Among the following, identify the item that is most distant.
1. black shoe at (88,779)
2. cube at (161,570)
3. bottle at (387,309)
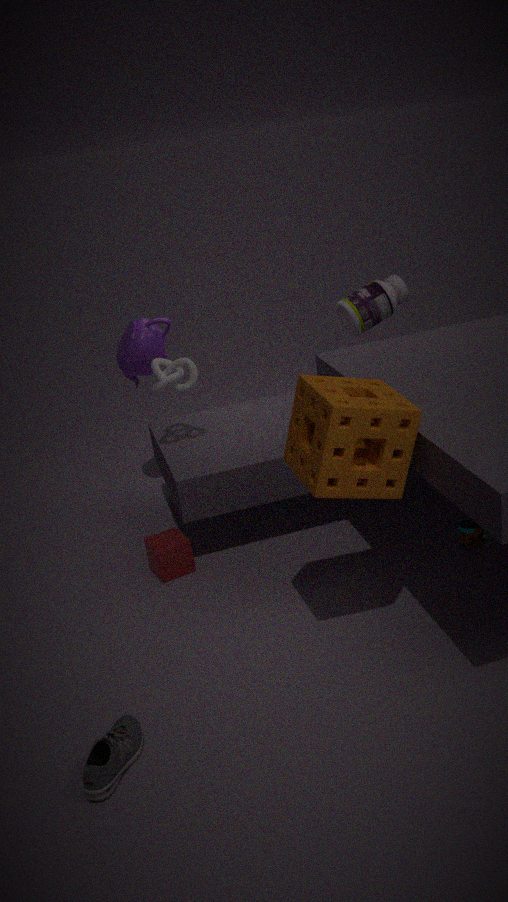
bottle at (387,309)
